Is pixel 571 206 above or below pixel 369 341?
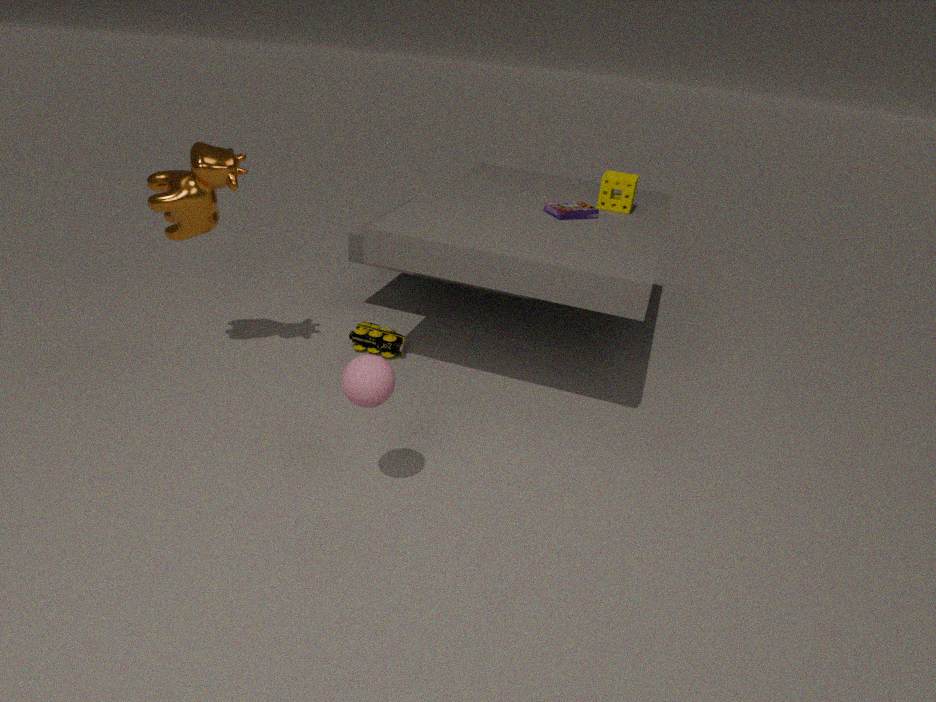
above
